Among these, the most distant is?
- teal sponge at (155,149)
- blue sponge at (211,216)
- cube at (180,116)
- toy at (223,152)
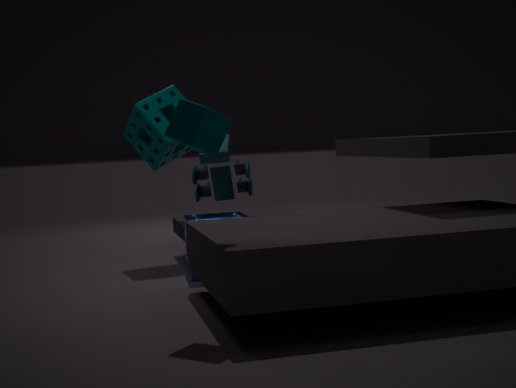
teal sponge at (155,149)
